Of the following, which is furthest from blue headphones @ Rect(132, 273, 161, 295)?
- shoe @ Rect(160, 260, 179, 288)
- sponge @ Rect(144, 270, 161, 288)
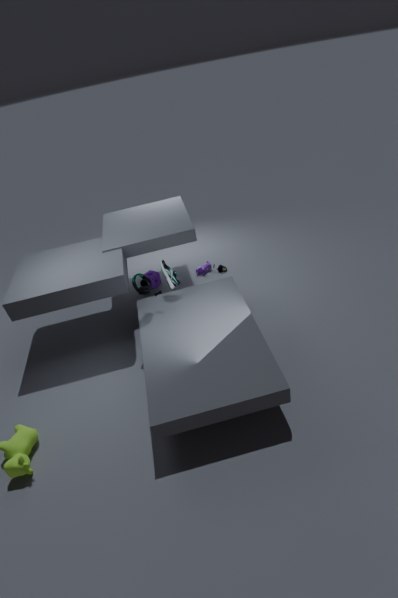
sponge @ Rect(144, 270, 161, 288)
